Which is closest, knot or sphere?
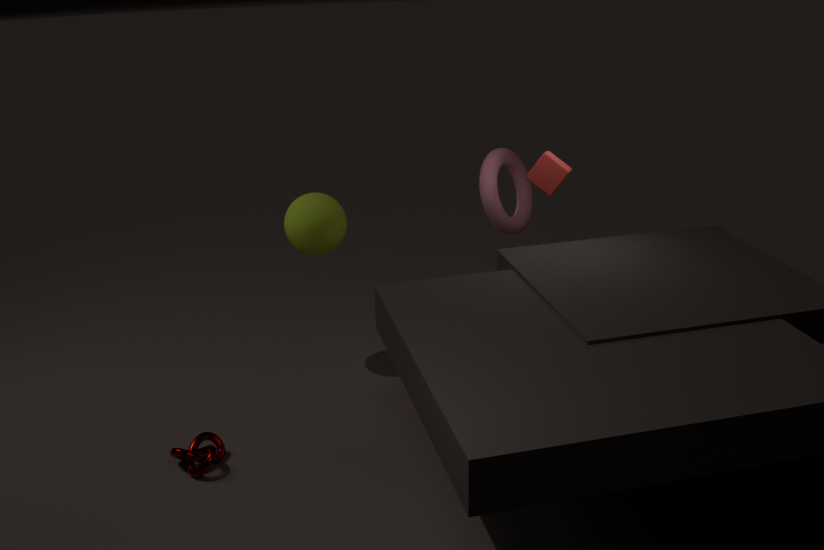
knot
